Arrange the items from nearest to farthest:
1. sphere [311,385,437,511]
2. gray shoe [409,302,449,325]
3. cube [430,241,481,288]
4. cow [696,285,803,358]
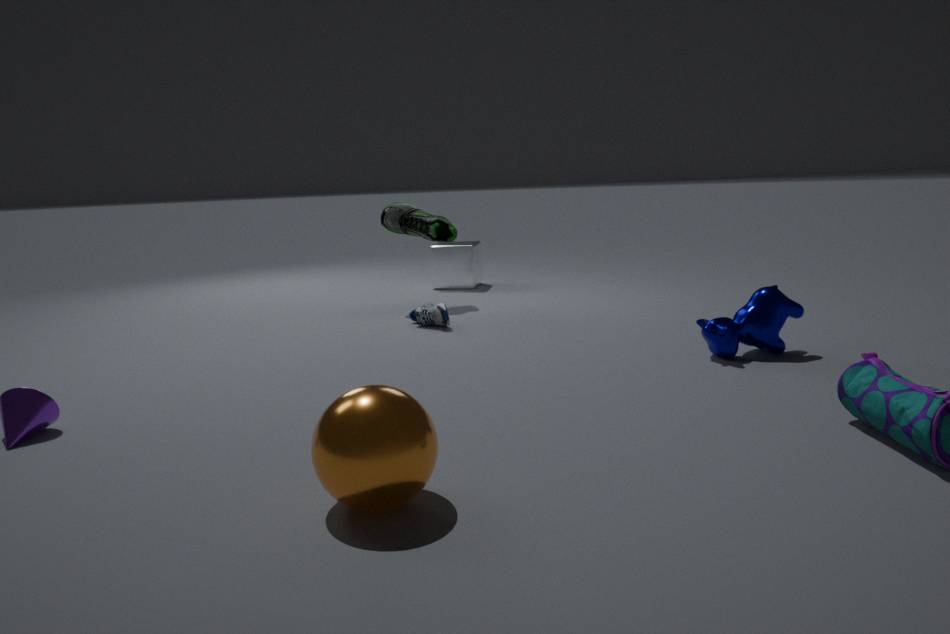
sphere [311,385,437,511] < cow [696,285,803,358] < gray shoe [409,302,449,325] < cube [430,241,481,288]
